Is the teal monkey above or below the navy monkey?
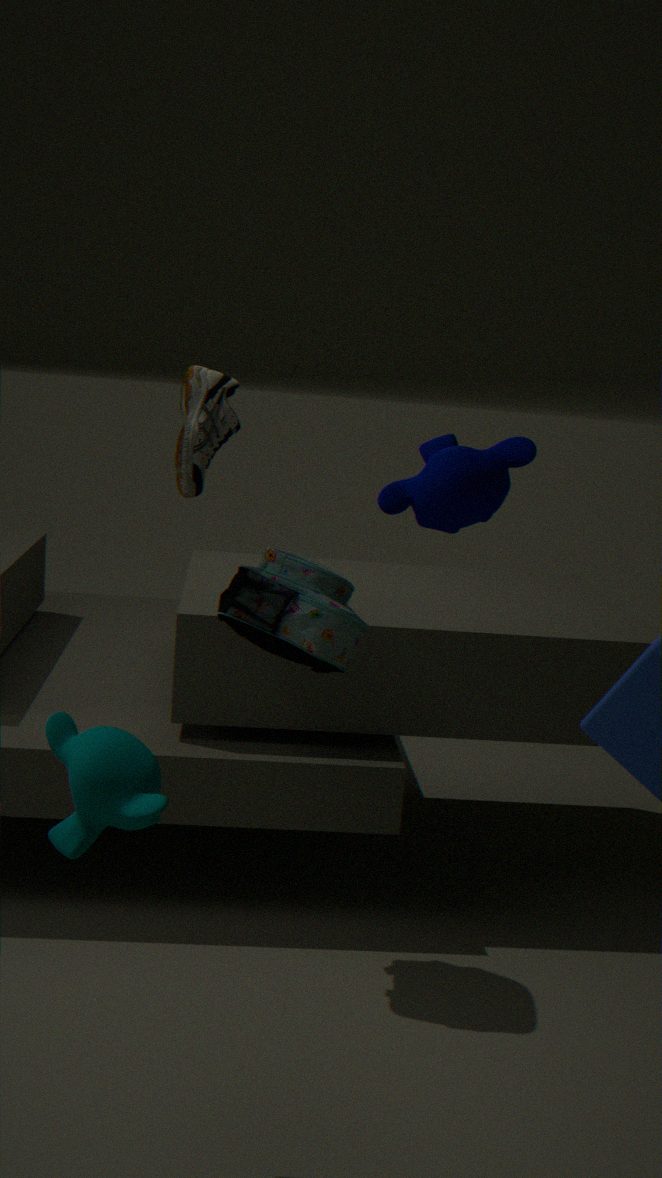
below
